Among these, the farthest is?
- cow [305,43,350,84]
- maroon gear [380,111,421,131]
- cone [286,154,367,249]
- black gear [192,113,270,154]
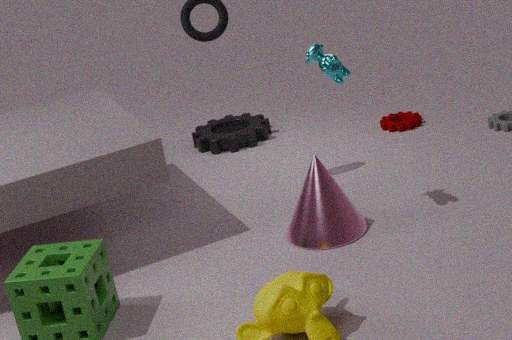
black gear [192,113,270,154]
